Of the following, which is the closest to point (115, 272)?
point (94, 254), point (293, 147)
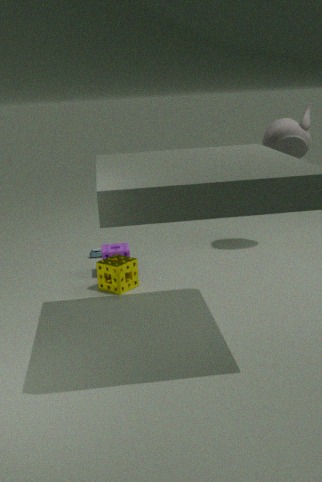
point (94, 254)
